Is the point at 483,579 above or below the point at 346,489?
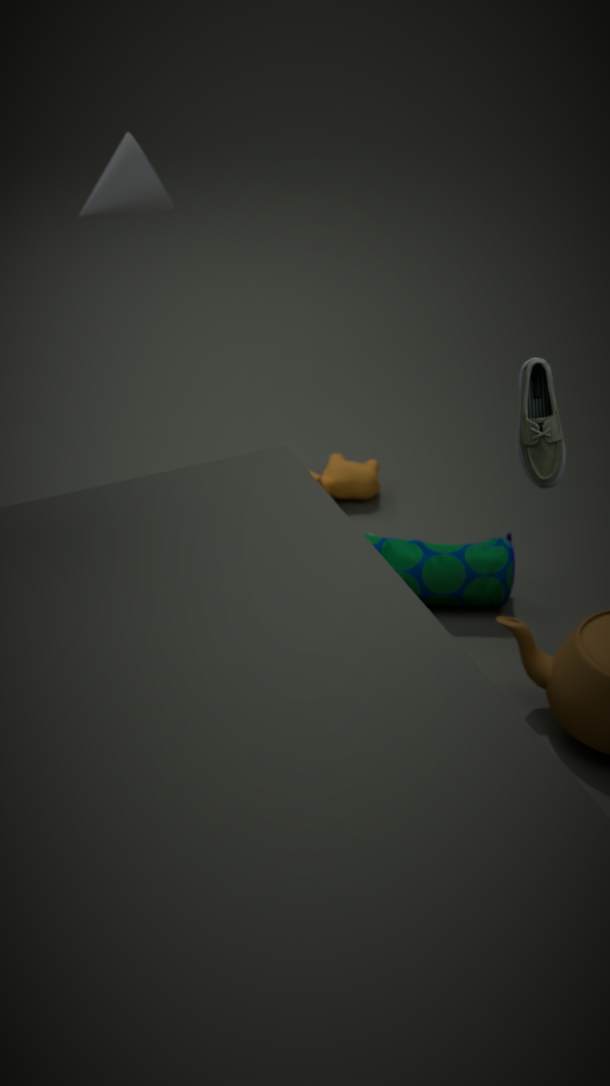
above
